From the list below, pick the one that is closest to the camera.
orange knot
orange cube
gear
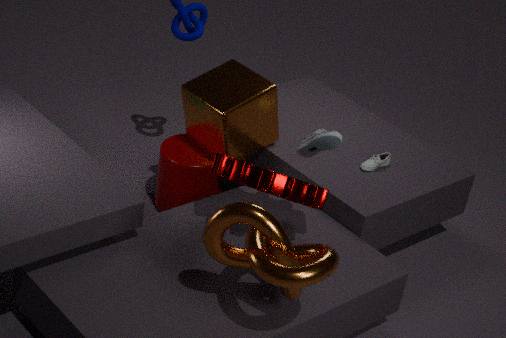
orange knot
